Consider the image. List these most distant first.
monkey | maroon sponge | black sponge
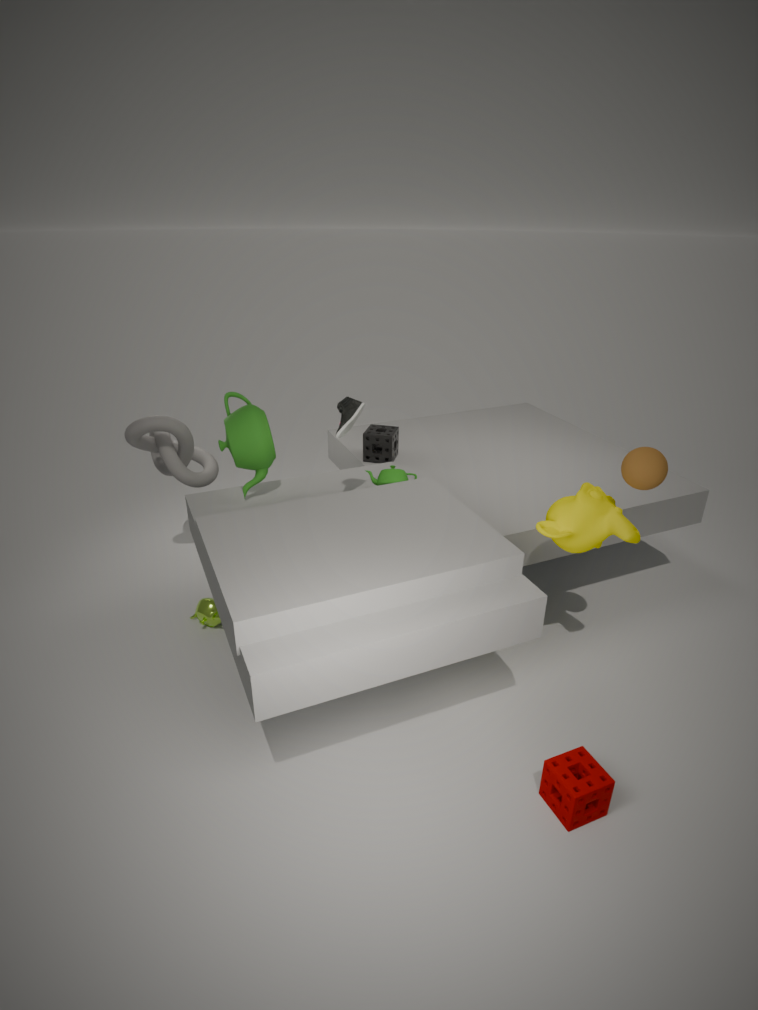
black sponge < monkey < maroon sponge
